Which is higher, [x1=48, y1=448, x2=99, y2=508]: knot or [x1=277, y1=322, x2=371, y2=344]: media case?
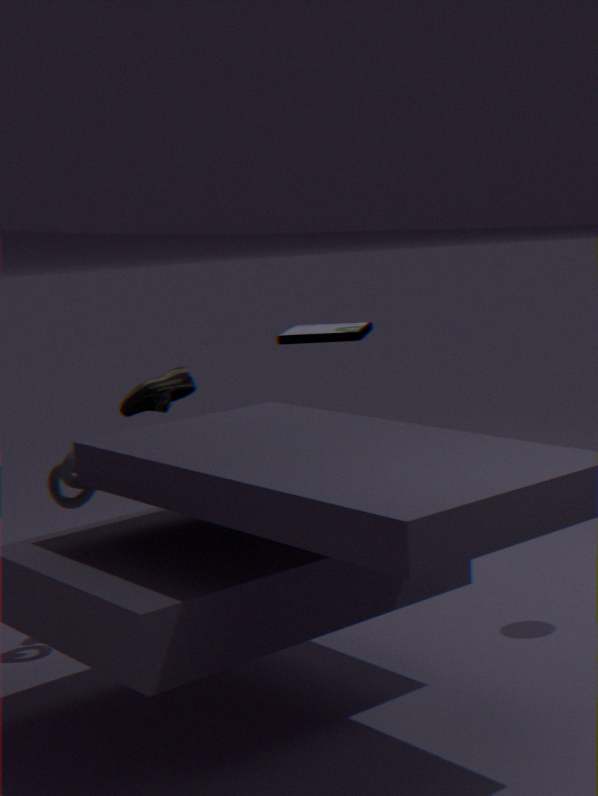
[x1=277, y1=322, x2=371, y2=344]: media case
